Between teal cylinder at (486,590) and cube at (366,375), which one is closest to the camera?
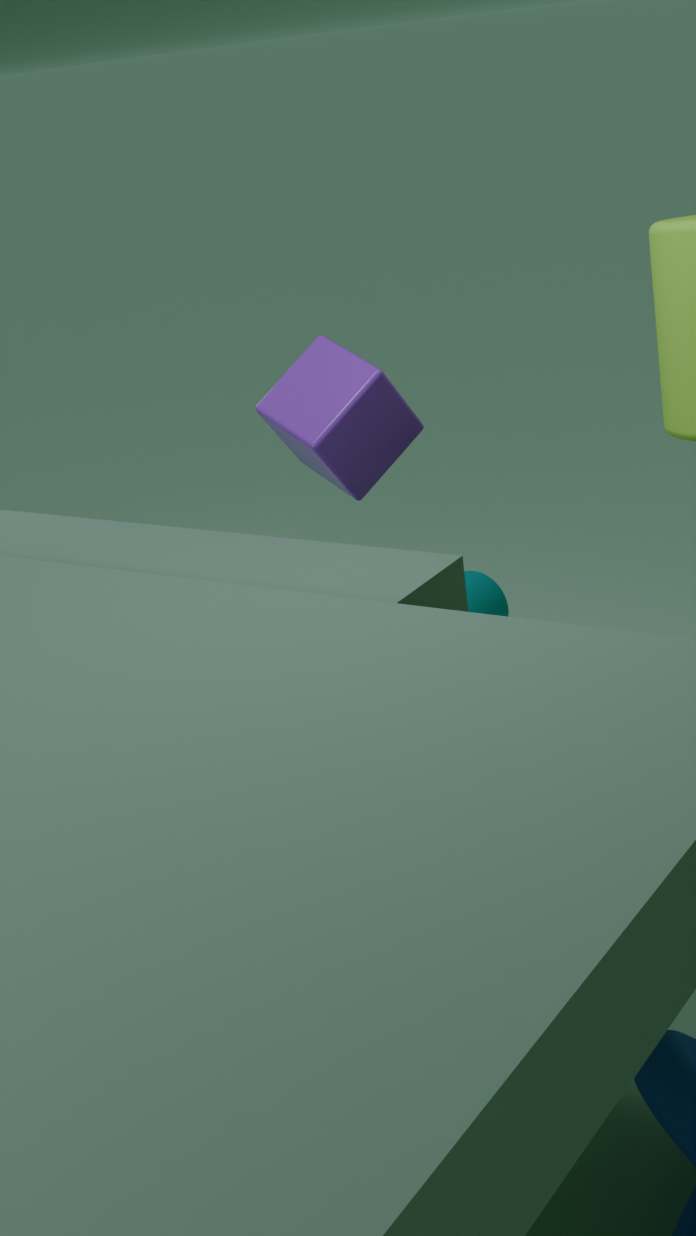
cube at (366,375)
